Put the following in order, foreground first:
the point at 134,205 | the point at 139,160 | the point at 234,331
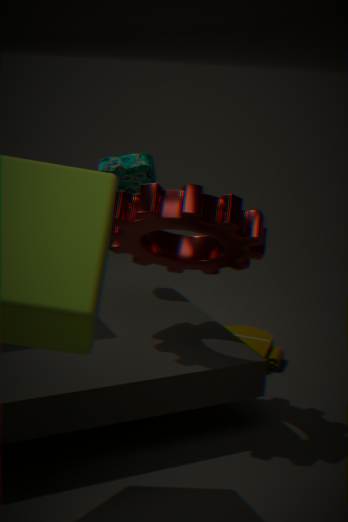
1. the point at 134,205
2. the point at 139,160
3. the point at 234,331
